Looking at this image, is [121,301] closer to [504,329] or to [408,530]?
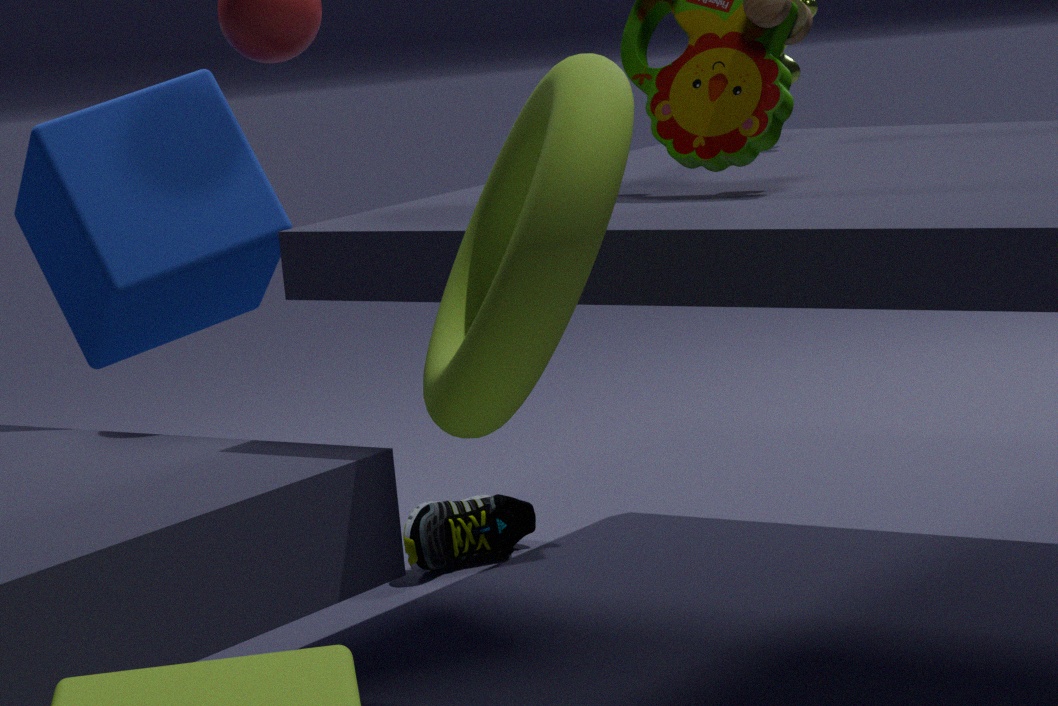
[408,530]
